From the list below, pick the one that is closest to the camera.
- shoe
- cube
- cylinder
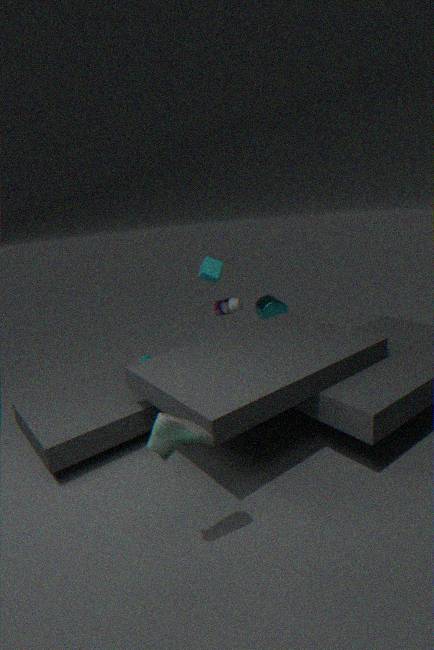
shoe
